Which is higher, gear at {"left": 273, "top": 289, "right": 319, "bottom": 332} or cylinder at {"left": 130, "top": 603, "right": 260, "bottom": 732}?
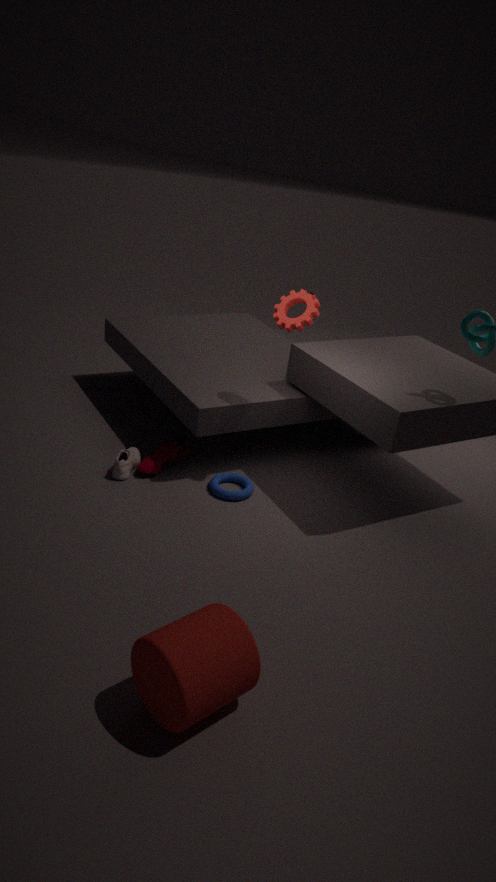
gear at {"left": 273, "top": 289, "right": 319, "bottom": 332}
